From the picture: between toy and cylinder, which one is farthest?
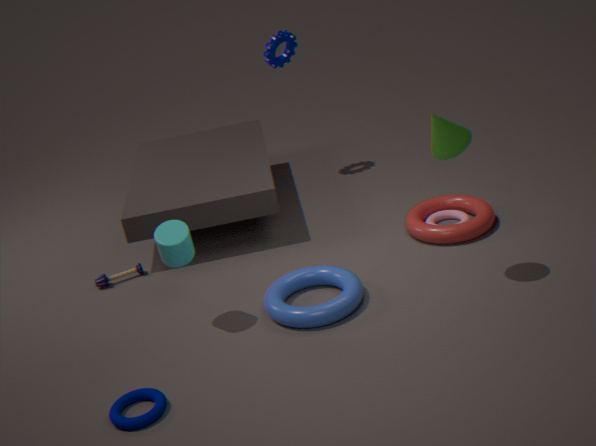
toy
